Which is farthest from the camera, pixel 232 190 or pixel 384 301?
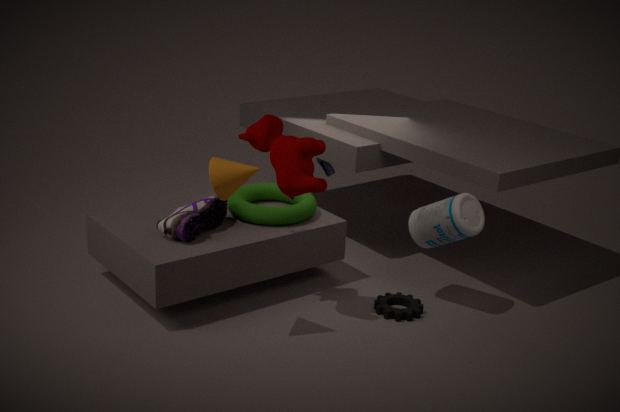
pixel 384 301
